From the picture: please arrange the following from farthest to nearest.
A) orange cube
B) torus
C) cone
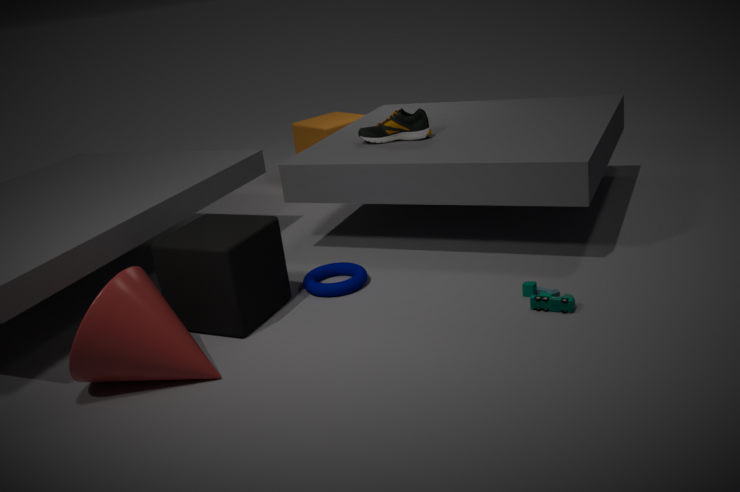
orange cube < torus < cone
